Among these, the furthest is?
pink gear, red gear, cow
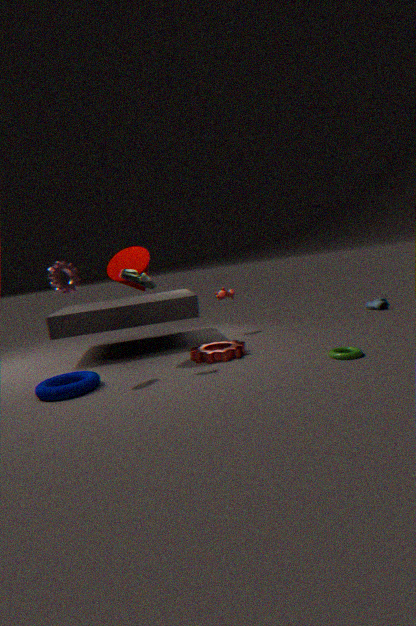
cow
